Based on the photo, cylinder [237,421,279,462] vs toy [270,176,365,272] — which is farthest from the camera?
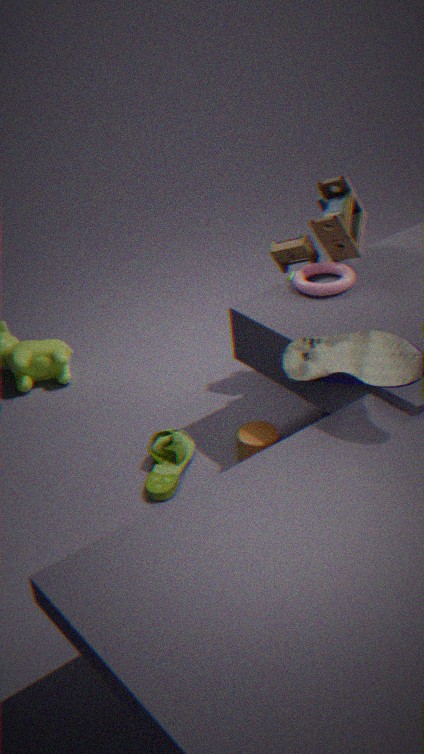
toy [270,176,365,272]
